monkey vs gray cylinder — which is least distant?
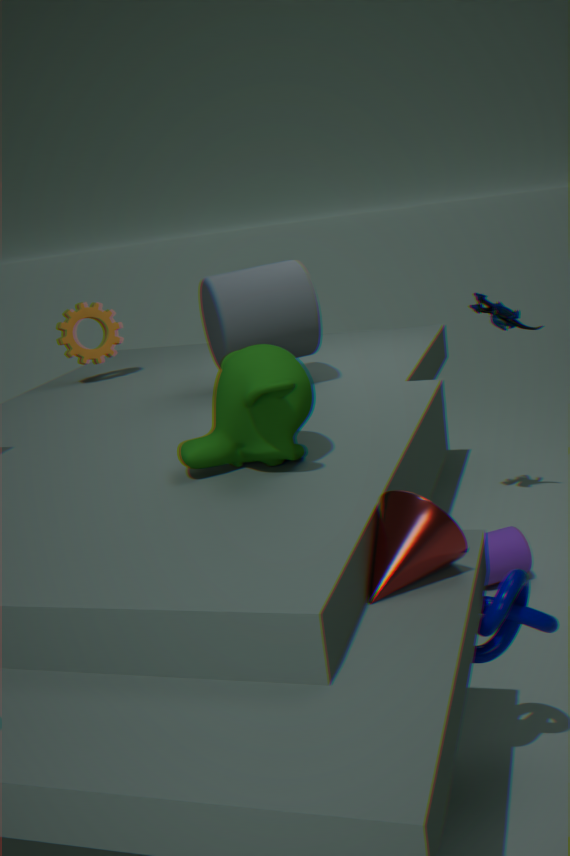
monkey
